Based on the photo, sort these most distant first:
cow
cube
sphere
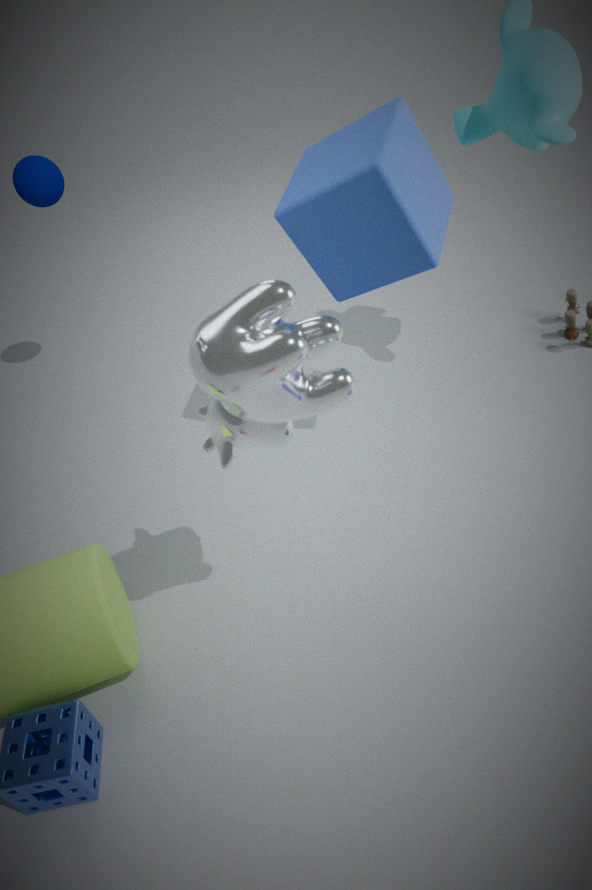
1. sphere
2. cube
3. cow
